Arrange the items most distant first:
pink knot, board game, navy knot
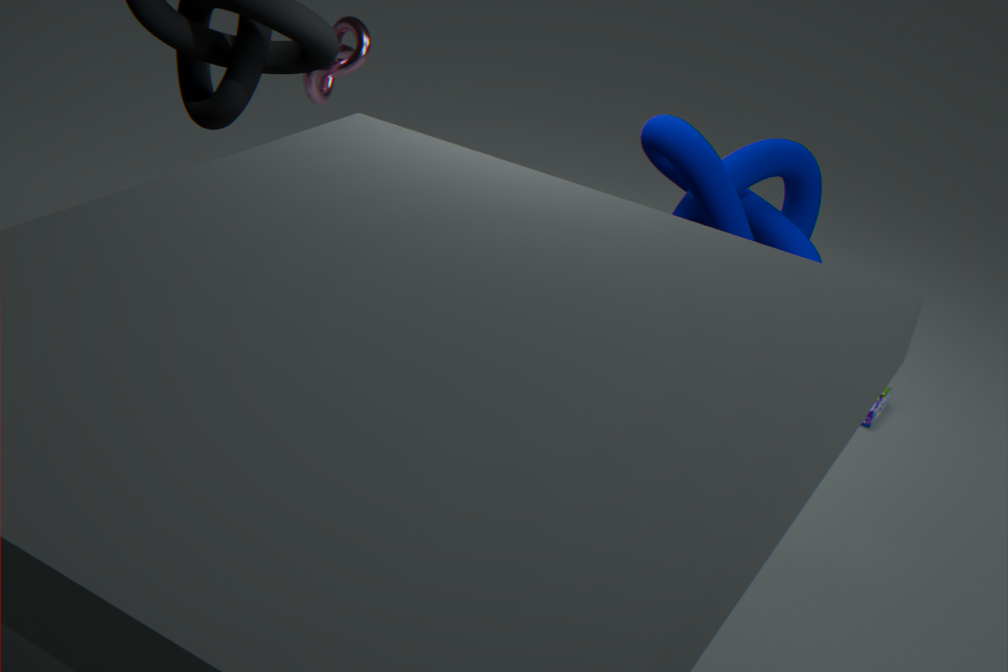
pink knot → board game → navy knot
